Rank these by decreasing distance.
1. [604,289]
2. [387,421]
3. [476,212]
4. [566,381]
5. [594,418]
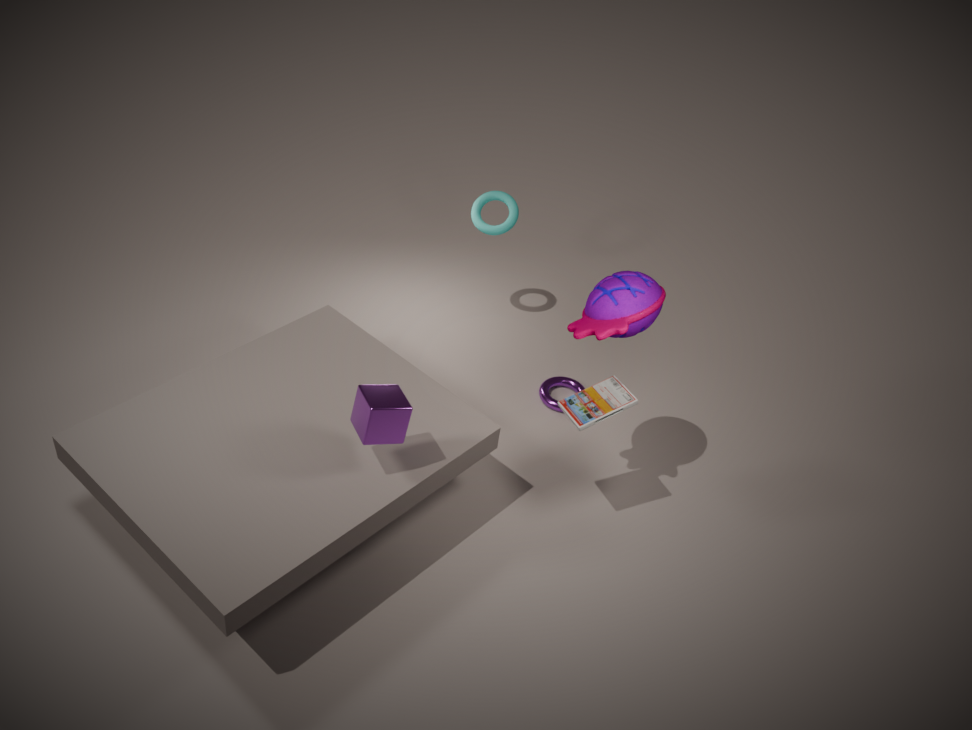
[476,212] < [566,381] < [604,289] < [594,418] < [387,421]
